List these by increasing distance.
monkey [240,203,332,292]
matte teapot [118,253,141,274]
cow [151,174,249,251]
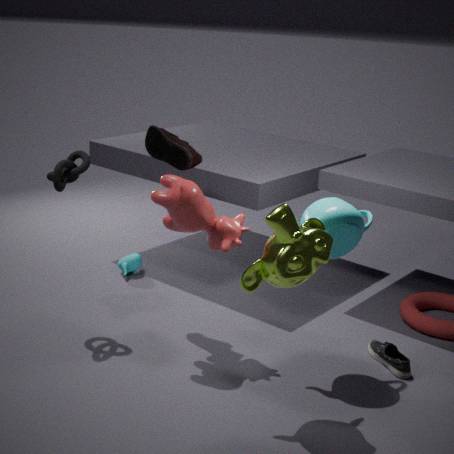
monkey [240,203,332,292]
cow [151,174,249,251]
matte teapot [118,253,141,274]
